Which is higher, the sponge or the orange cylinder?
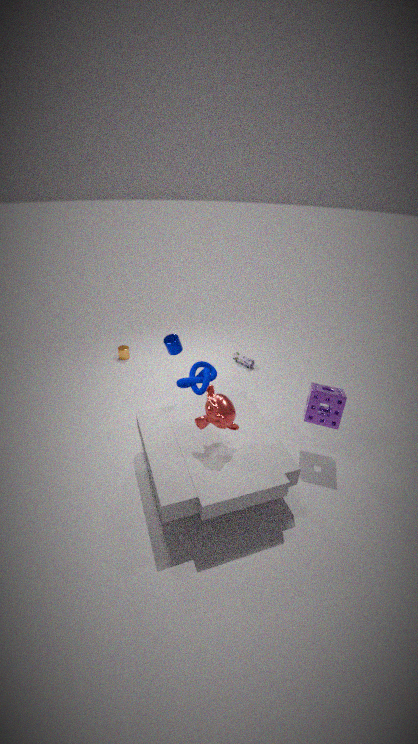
the sponge
